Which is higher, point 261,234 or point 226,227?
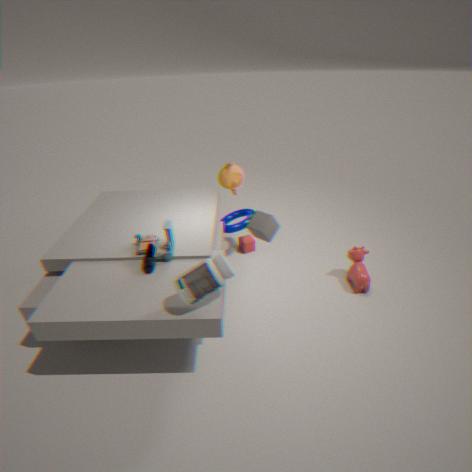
point 261,234
